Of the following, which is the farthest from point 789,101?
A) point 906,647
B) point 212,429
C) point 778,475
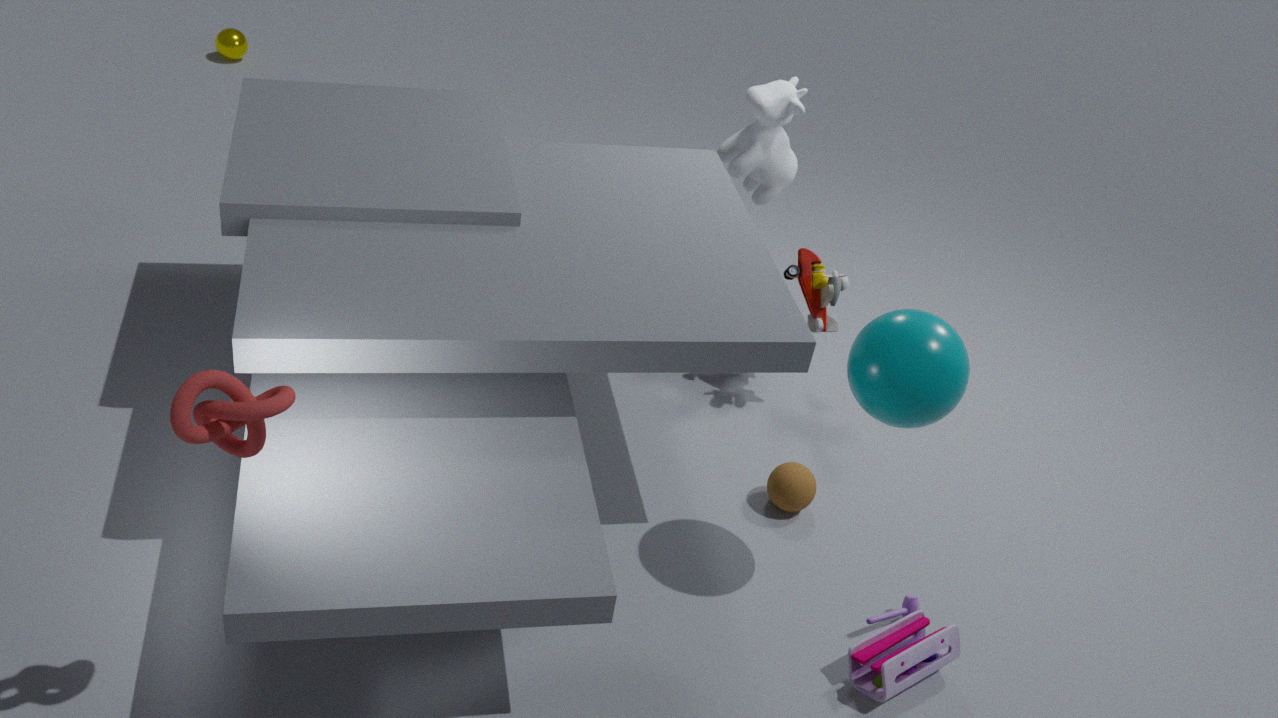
point 212,429
